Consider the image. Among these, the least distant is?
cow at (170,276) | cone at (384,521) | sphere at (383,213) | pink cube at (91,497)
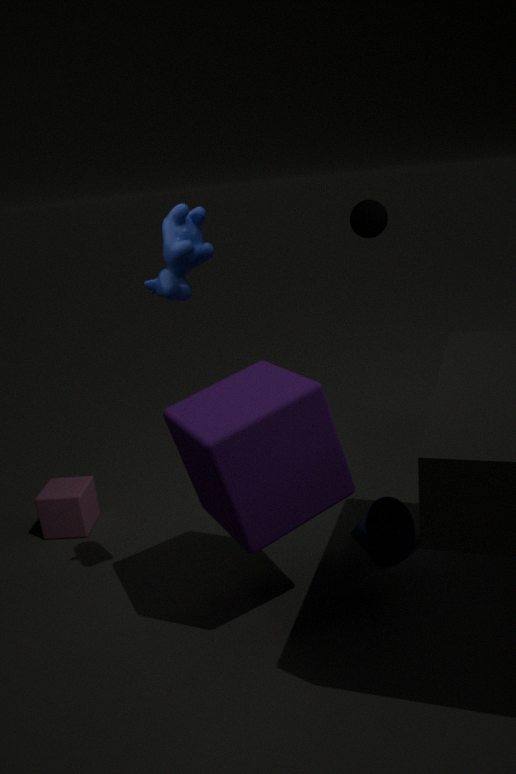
cow at (170,276)
